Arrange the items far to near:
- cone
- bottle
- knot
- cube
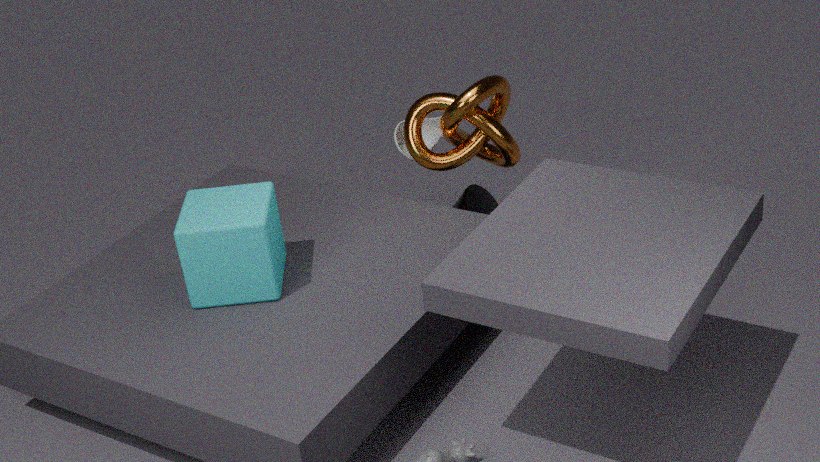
bottle
cone
knot
cube
